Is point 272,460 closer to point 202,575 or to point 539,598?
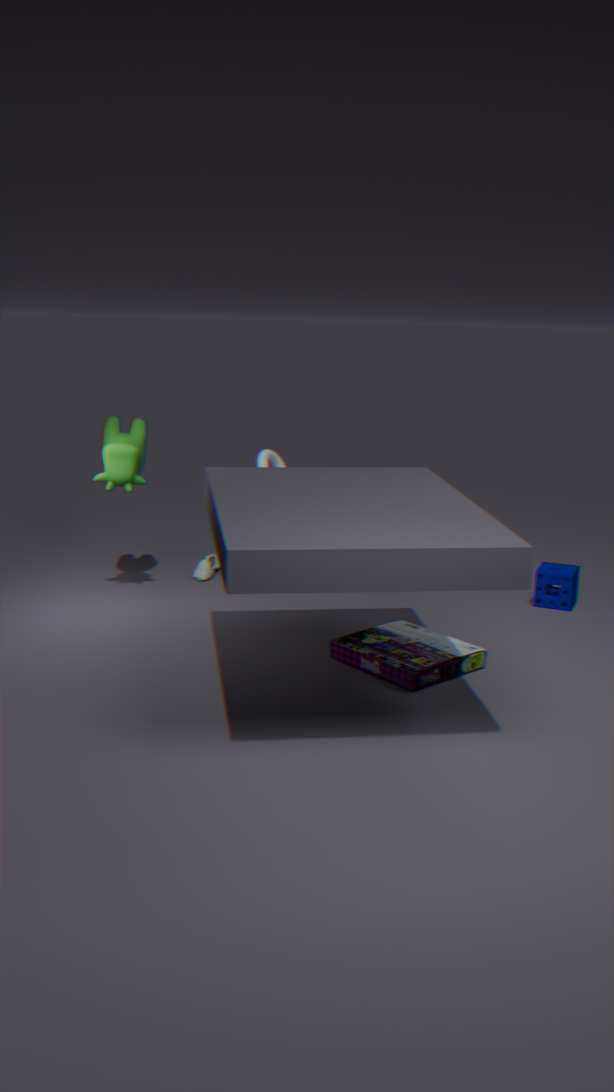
point 202,575
